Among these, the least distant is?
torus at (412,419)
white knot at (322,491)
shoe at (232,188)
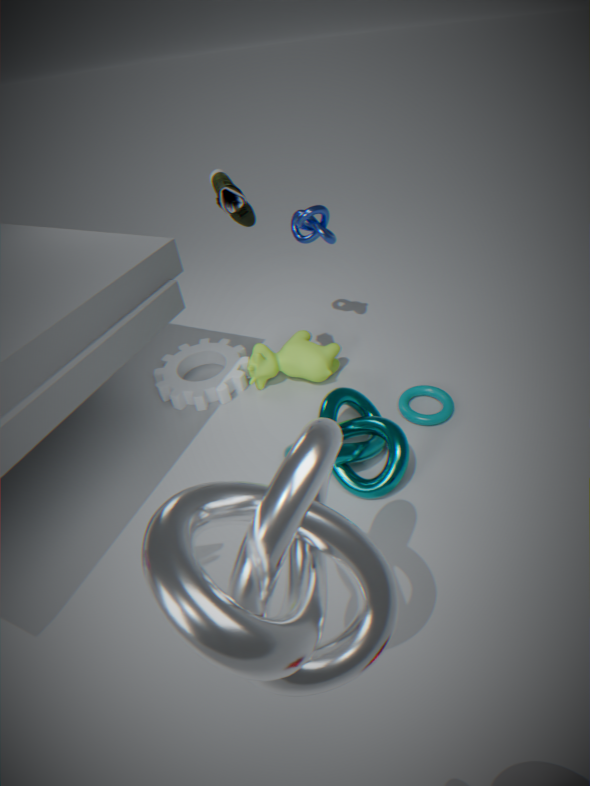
white knot at (322,491)
